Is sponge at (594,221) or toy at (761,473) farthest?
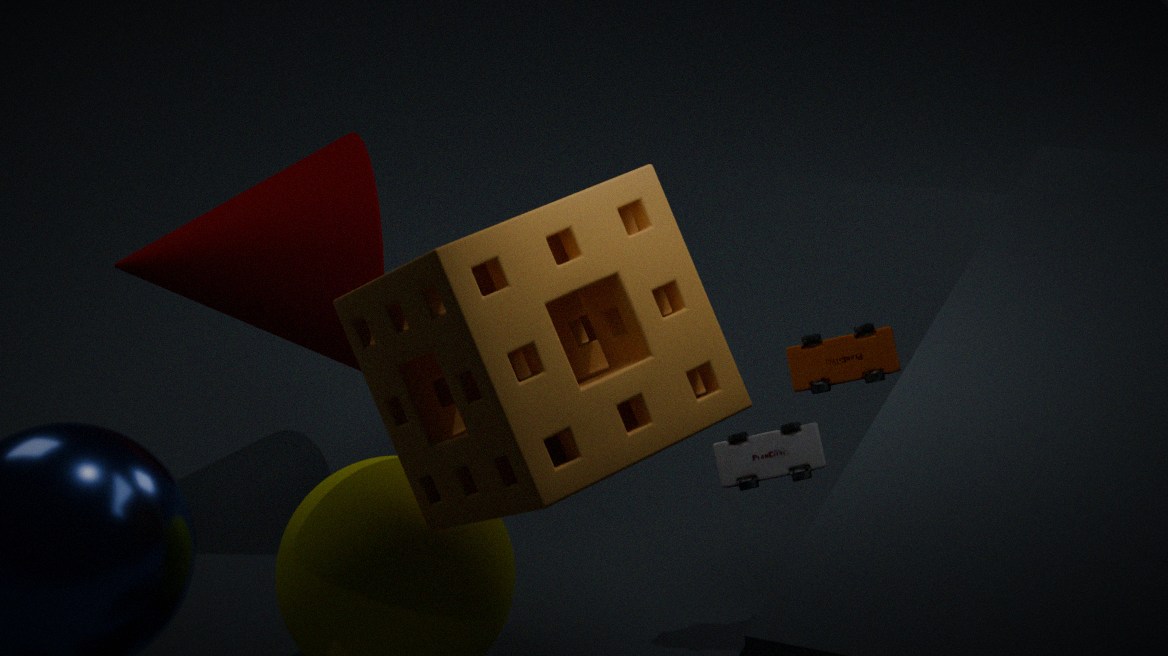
toy at (761,473)
